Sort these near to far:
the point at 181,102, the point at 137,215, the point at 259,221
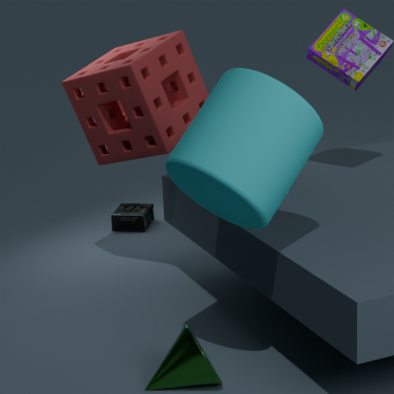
the point at 259,221 → the point at 181,102 → the point at 137,215
